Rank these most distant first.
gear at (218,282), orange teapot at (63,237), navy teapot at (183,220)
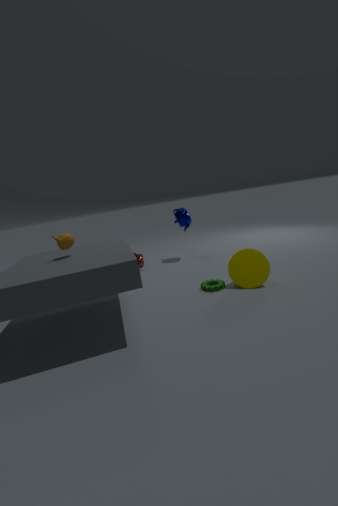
navy teapot at (183,220) → gear at (218,282) → orange teapot at (63,237)
